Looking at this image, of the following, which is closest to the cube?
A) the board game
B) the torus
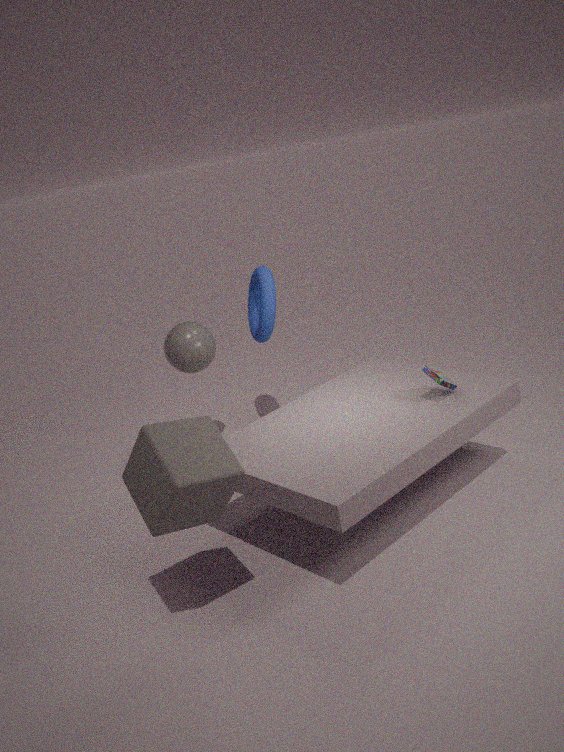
the board game
